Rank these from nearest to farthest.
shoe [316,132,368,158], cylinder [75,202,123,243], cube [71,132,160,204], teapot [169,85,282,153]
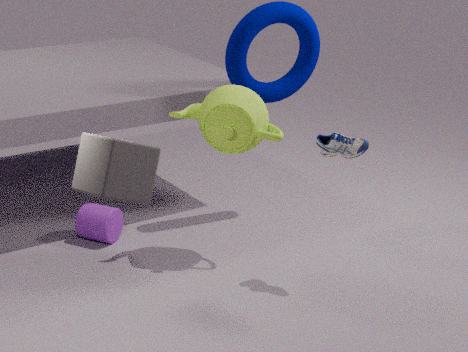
cube [71,132,160,204] → shoe [316,132,368,158] → teapot [169,85,282,153] → cylinder [75,202,123,243]
